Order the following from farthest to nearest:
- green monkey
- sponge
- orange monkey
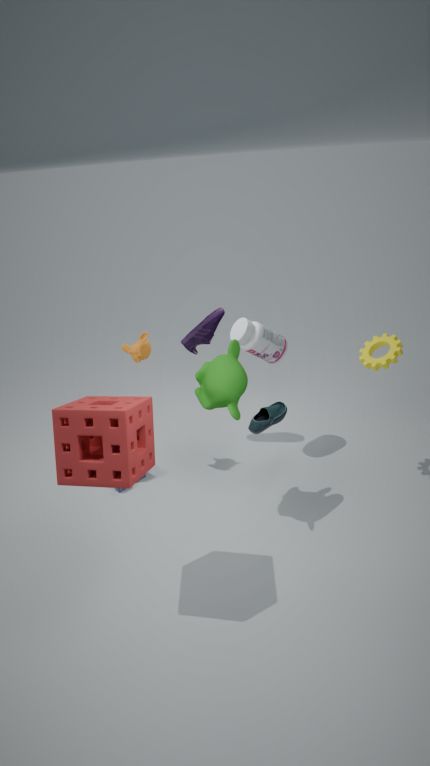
orange monkey
green monkey
sponge
